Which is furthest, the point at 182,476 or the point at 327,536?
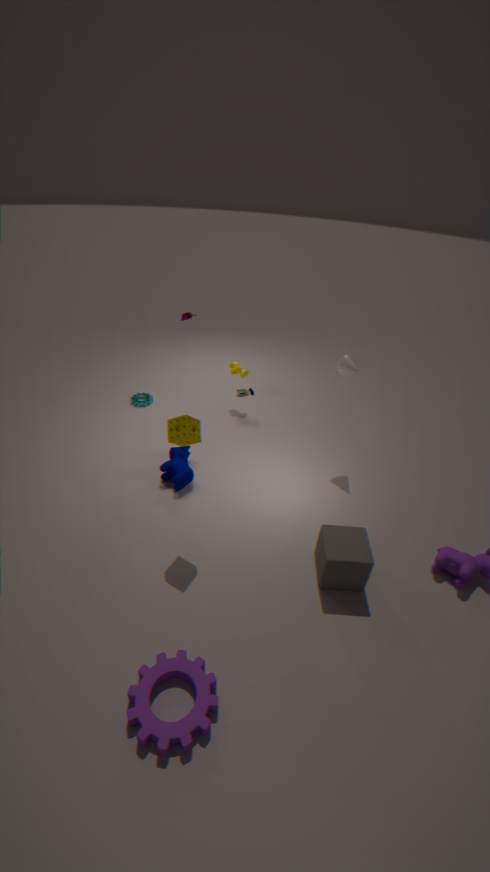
the point at 182,476
